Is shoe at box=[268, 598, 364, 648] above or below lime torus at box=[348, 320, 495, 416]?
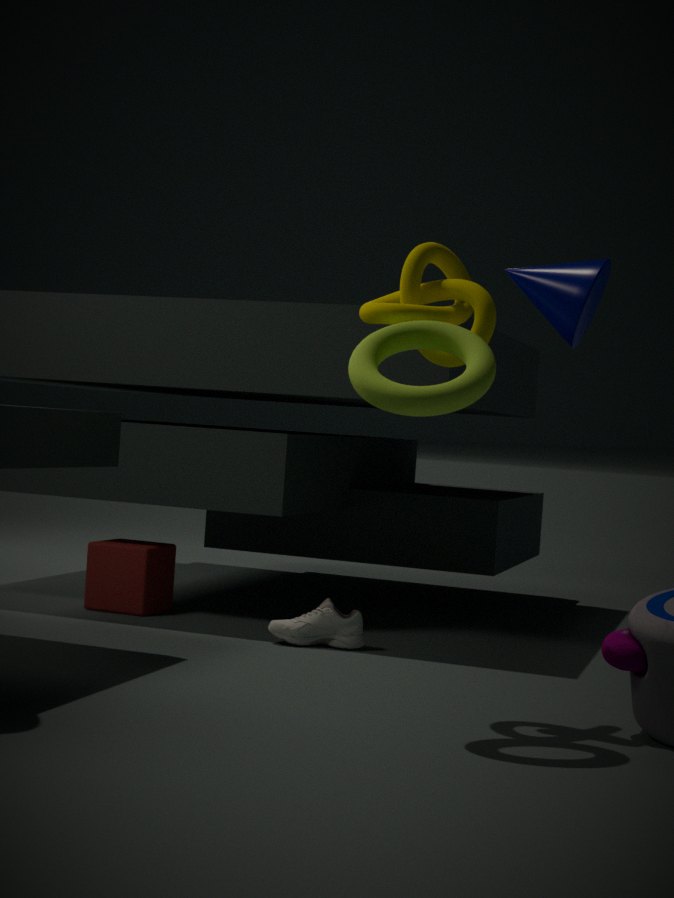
below
